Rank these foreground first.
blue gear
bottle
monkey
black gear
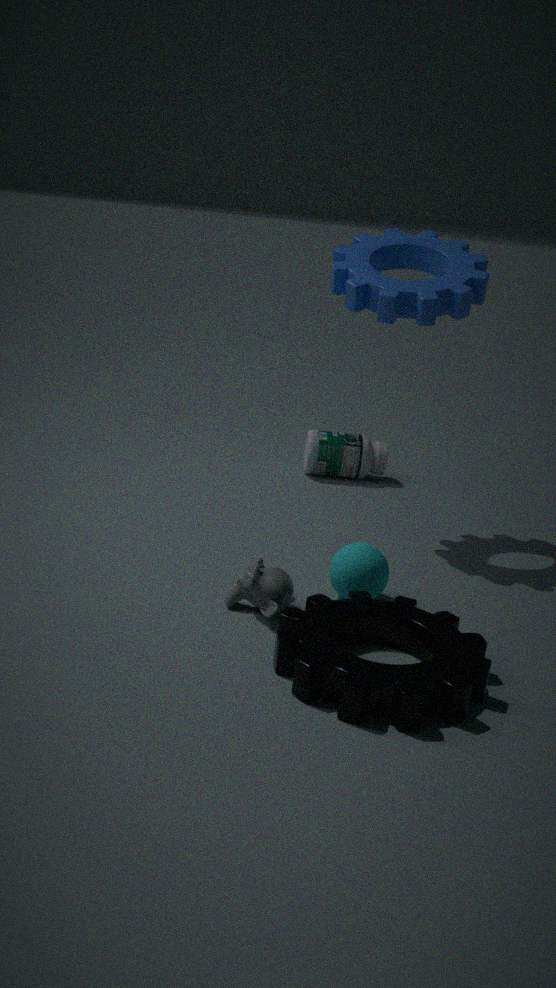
black gear, monkey, blue gear, bottle
